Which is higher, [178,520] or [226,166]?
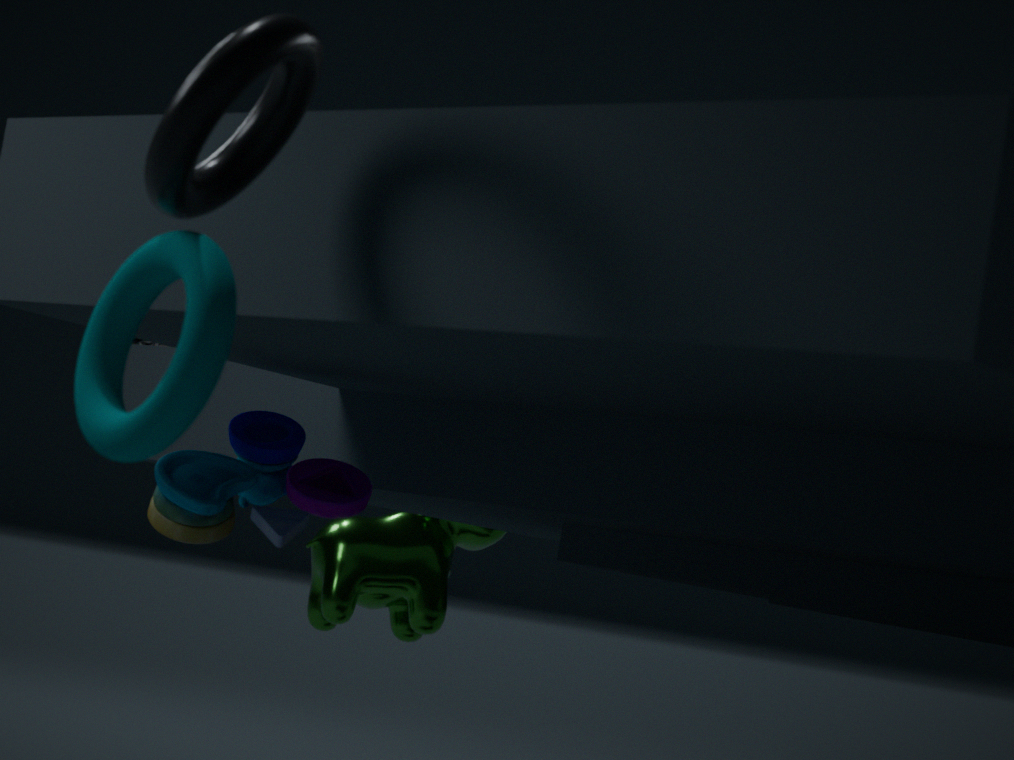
[226,166]
